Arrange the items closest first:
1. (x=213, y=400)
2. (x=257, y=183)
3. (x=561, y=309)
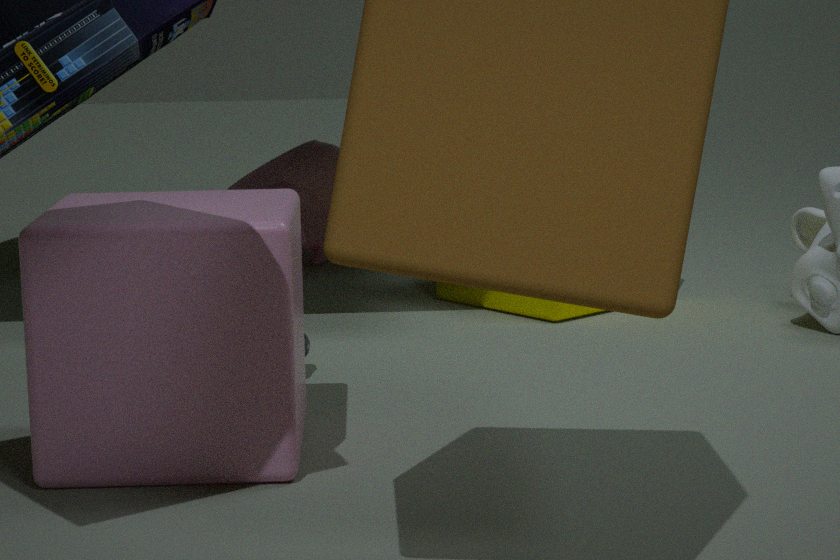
(x=213, y=400) < (x=561, y=309) < (x=257, y=183)
